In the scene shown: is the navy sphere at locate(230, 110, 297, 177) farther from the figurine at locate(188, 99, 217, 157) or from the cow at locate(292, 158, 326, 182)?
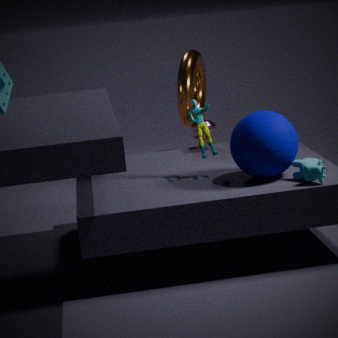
the figurine at locate(188, 99, 217, 157)
